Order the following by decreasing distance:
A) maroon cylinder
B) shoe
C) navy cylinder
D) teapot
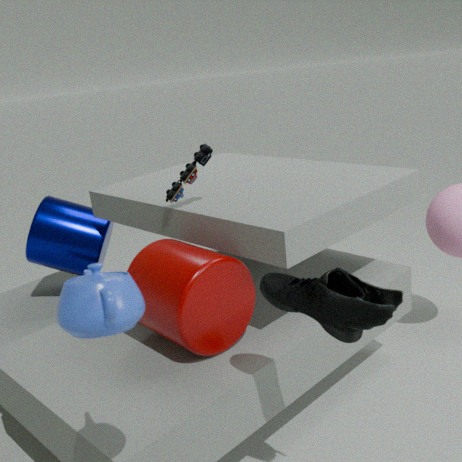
1. navy cylinder
2. maroon cylinder
3. shoe
4. teapot
